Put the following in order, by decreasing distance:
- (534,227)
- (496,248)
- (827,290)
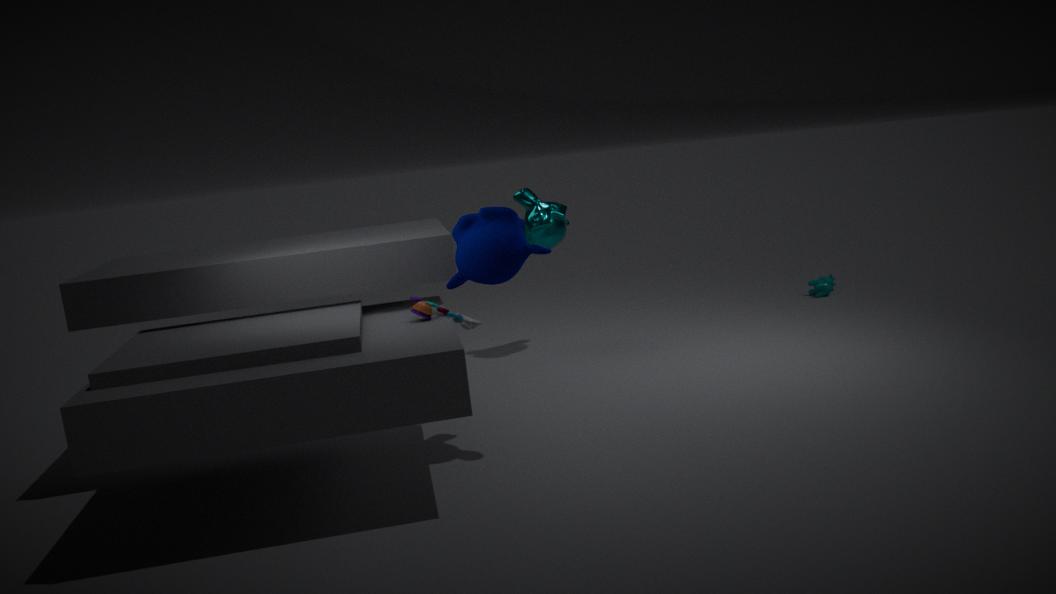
(827,290), (534,227), (496,248)
